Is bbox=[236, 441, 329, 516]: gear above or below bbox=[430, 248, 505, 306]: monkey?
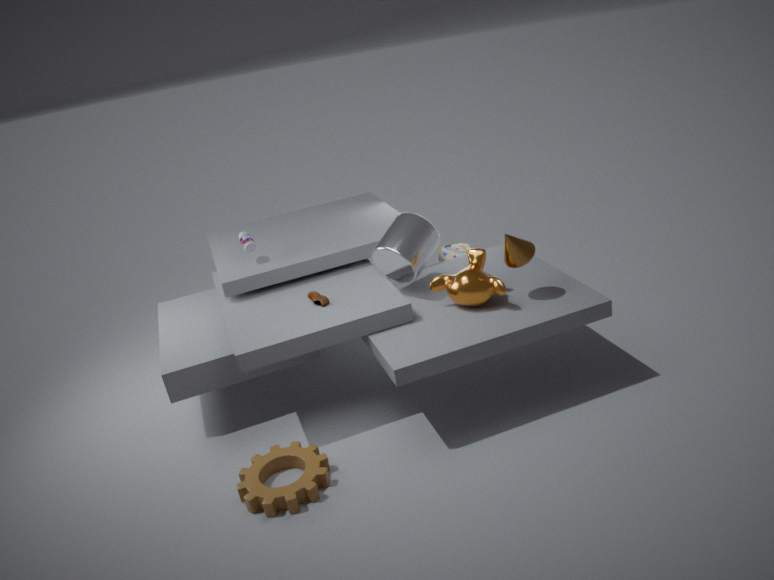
below
